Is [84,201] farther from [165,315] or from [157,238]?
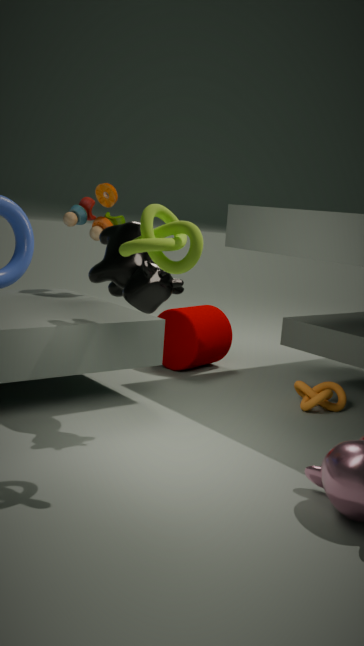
[157,238]
